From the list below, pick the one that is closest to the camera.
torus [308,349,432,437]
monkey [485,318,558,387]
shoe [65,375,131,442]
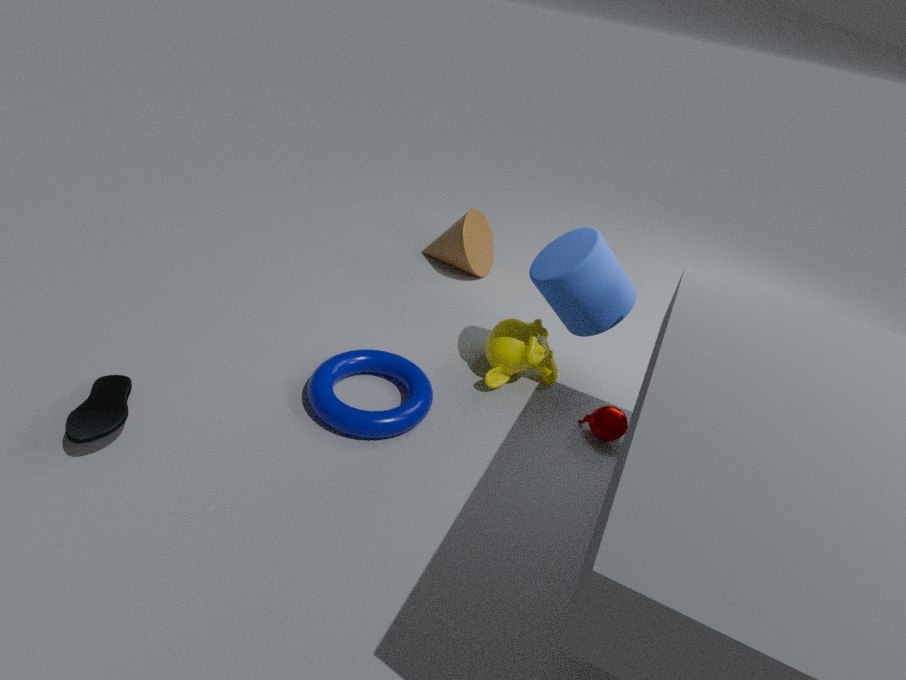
shoe [65,375,131,442]
